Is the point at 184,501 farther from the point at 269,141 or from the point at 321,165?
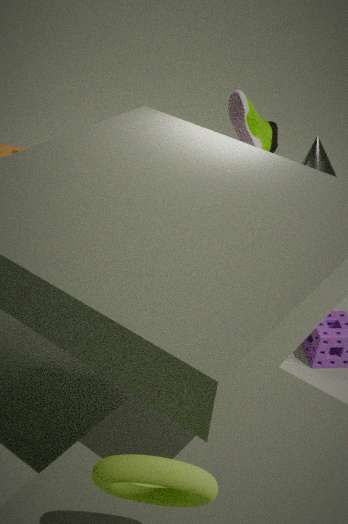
the point at 269,141
